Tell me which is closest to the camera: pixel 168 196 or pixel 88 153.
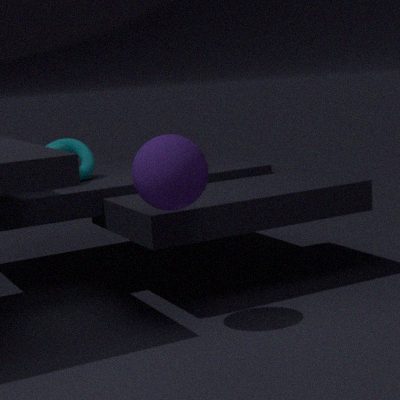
pixel 168 196
